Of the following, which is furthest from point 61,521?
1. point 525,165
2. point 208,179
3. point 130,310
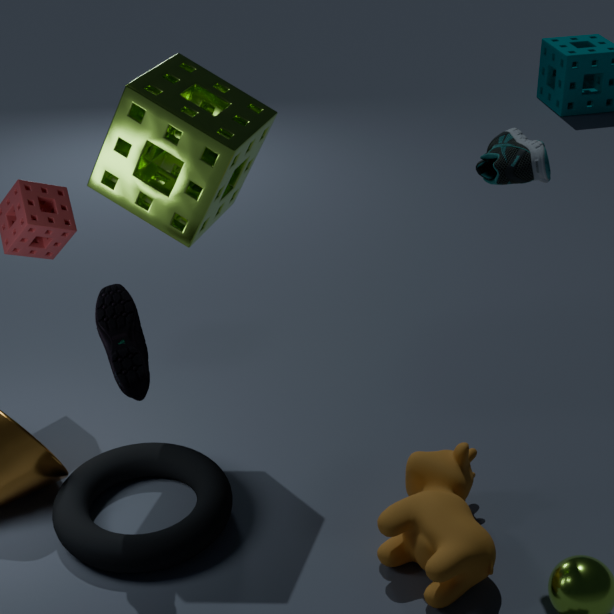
point 525,165
